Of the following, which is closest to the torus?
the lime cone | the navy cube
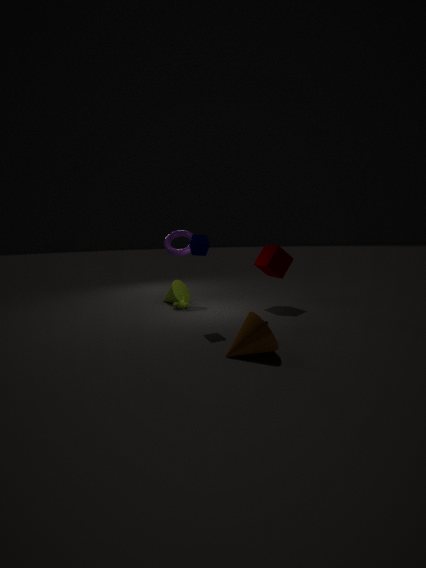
the lime cone
